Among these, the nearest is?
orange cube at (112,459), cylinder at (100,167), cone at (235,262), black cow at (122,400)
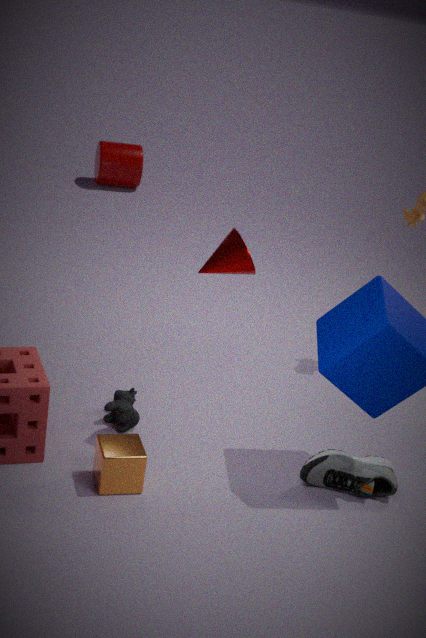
orange cube at (112,459)
